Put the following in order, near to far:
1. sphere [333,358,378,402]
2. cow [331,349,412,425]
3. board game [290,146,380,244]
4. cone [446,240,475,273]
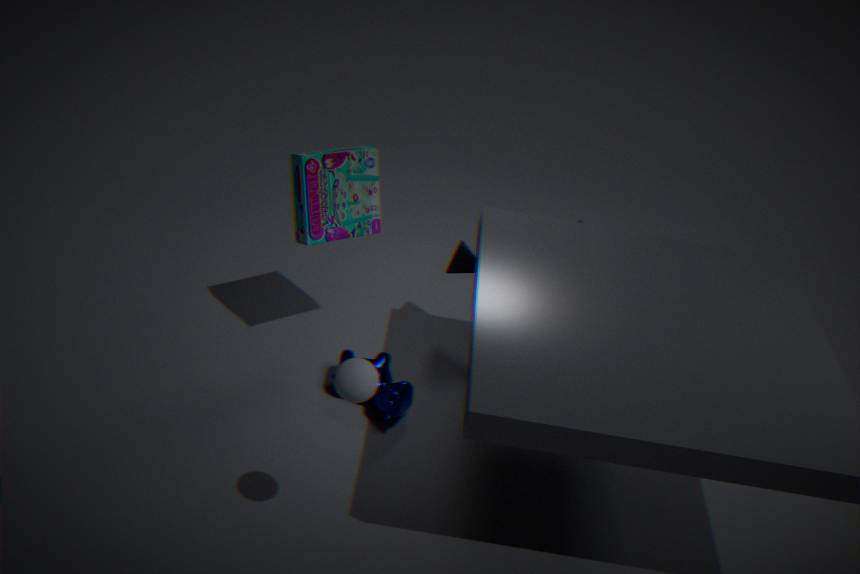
sphere [333,358,378,402]
cow [331,349,412,425]
board game [290,146,380,244]
cone [446,240,475,273]
